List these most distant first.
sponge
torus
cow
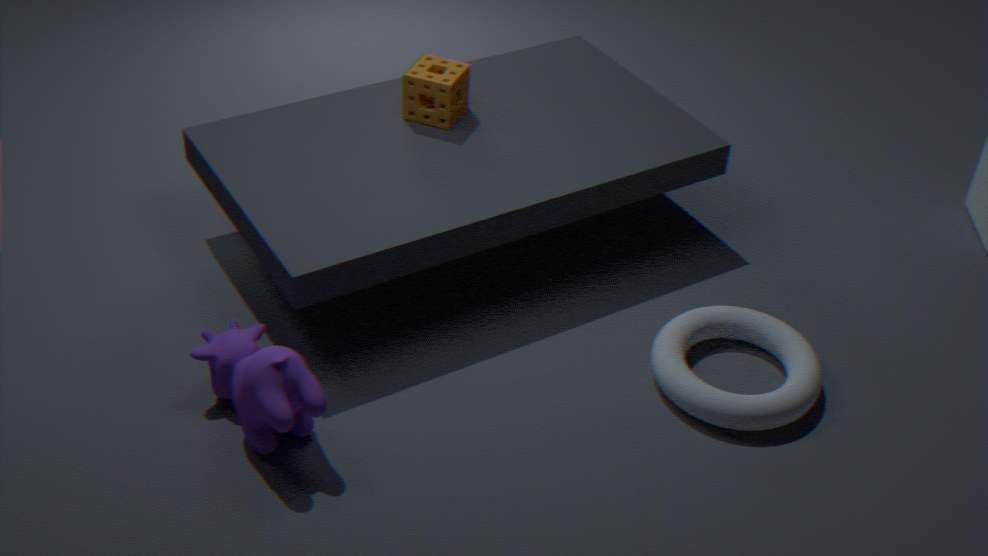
sponge → torus → cow
